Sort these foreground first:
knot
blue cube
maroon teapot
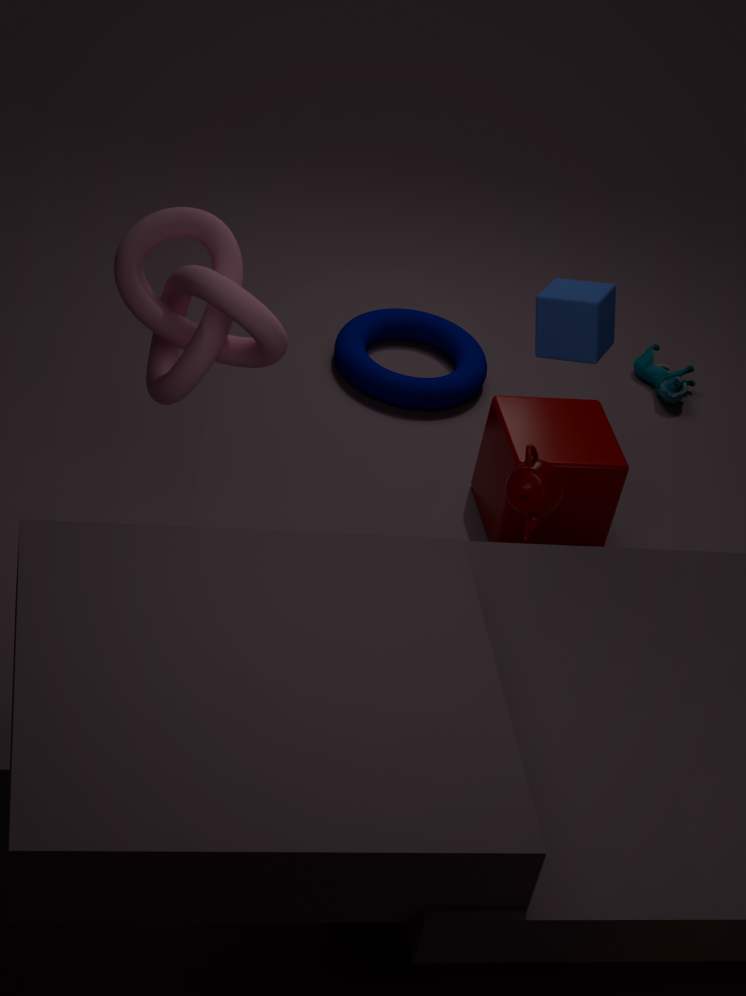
knot
blue cube
maroon teapot
